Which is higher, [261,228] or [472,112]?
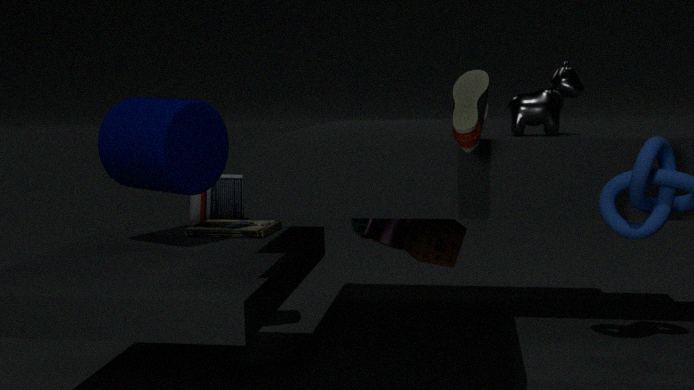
[472,112]
